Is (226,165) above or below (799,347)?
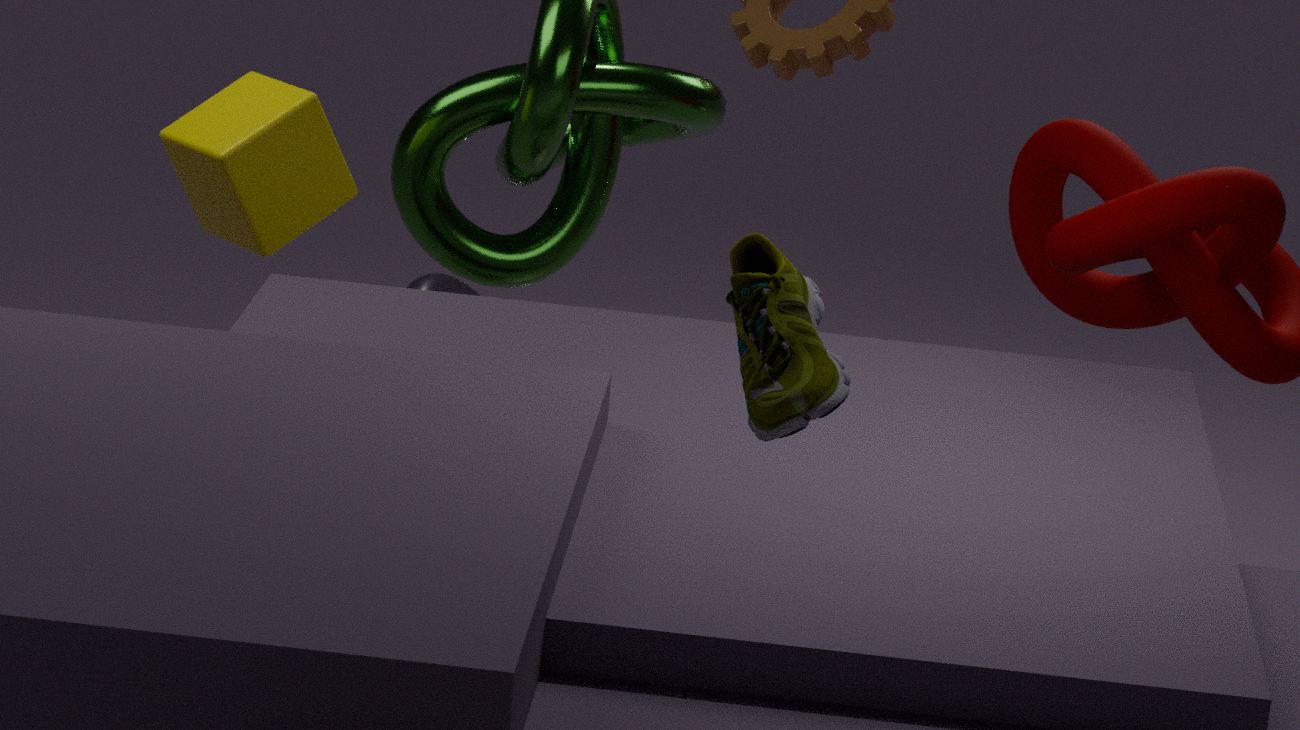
below
